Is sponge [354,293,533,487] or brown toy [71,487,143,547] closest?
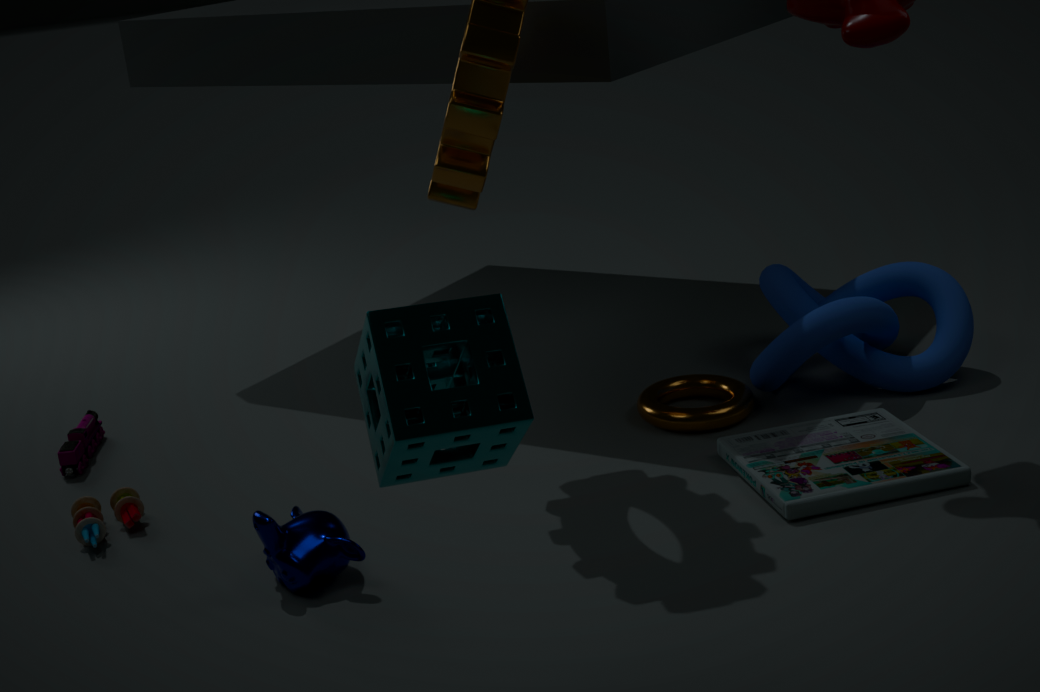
sponge [354,293,533,487]
